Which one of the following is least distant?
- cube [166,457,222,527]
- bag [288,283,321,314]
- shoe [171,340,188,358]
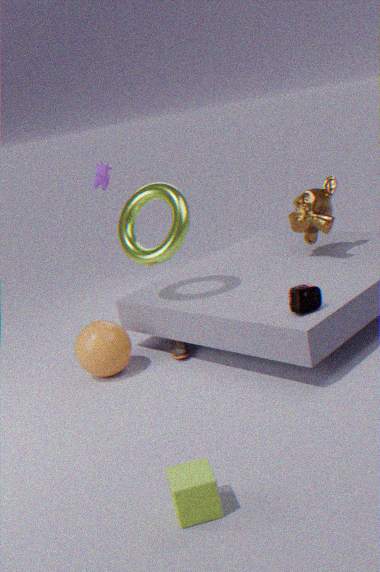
cube [166,457,222,527]
